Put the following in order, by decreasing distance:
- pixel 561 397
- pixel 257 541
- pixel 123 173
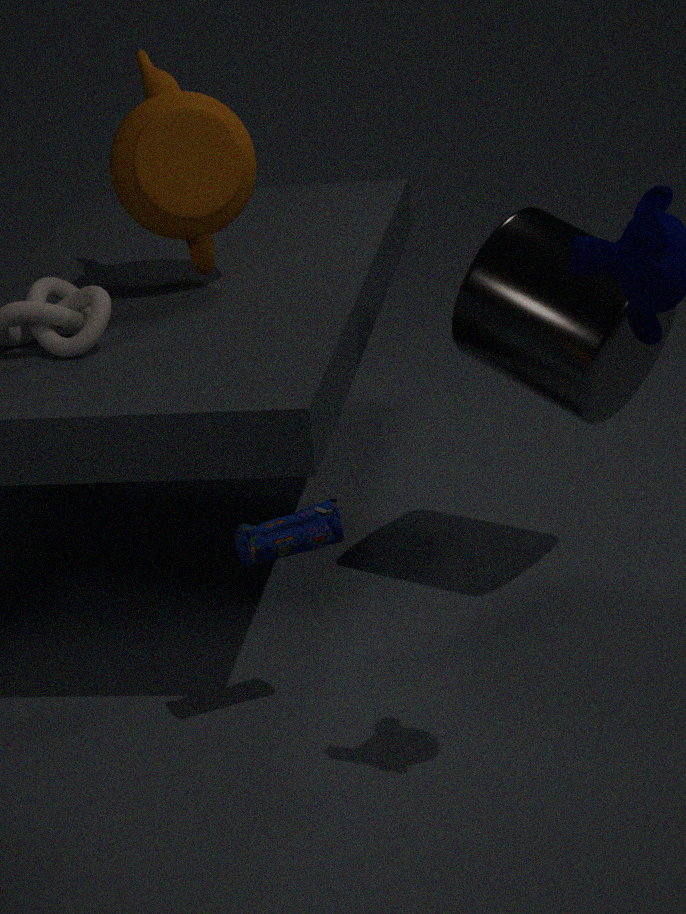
pixel 123 173 < pixel 561 397 < pixel 257 541
